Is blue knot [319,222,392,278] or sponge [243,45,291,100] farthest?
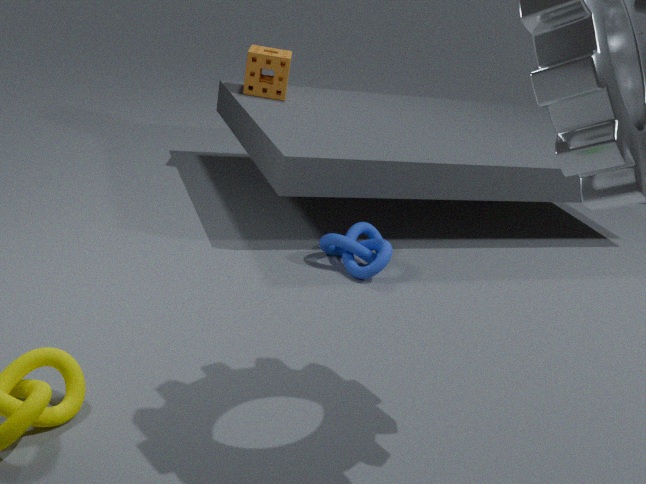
sponge [243,45,291,100]
